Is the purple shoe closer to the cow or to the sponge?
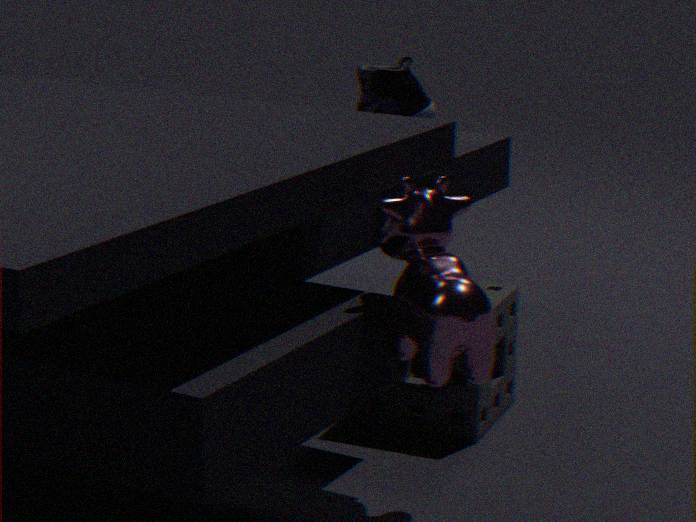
the sponge
